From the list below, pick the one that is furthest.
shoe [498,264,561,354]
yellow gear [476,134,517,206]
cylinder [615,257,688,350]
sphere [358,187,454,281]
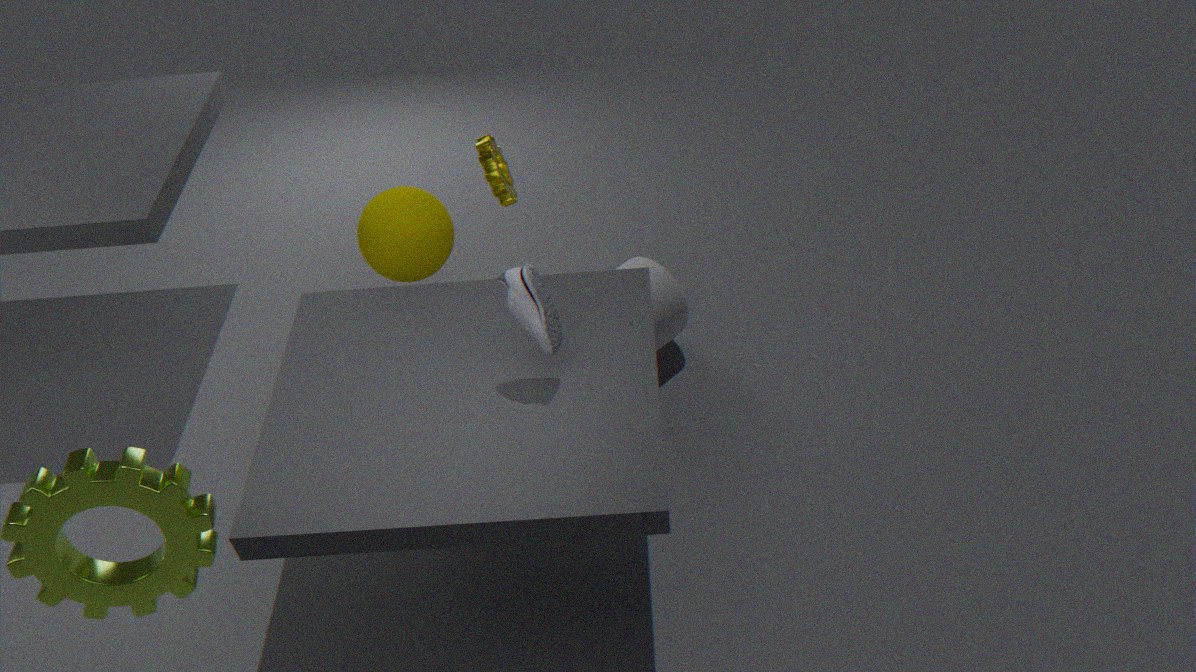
cylinder [615,257,688,350]
